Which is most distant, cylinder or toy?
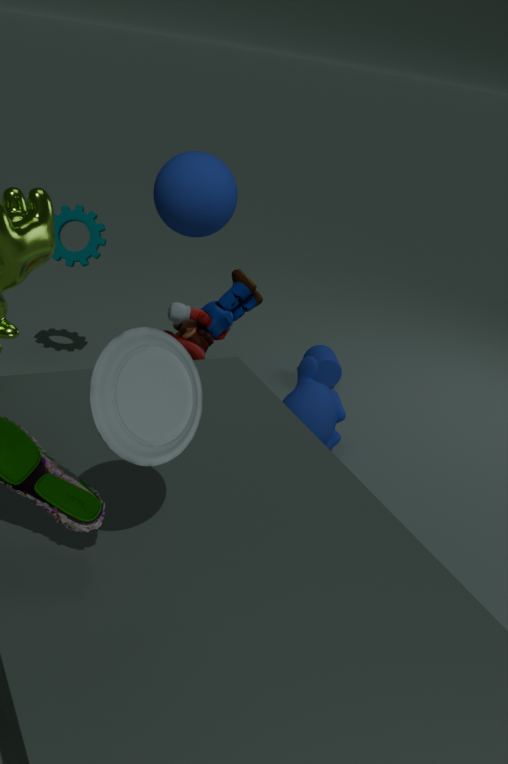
cylinder
